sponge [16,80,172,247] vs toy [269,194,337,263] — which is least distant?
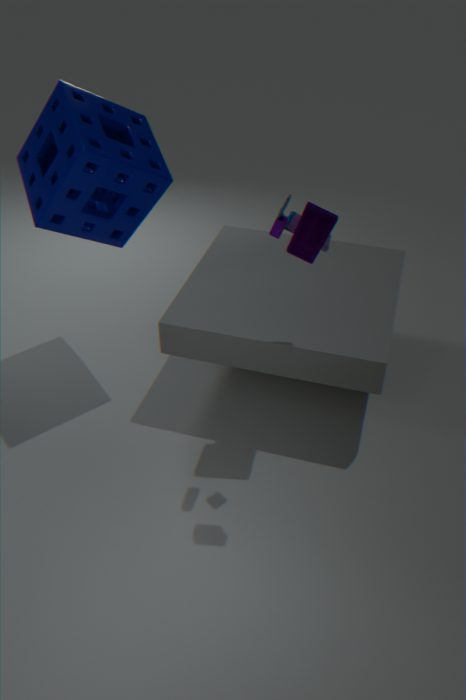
toy [269,194,337,263]
